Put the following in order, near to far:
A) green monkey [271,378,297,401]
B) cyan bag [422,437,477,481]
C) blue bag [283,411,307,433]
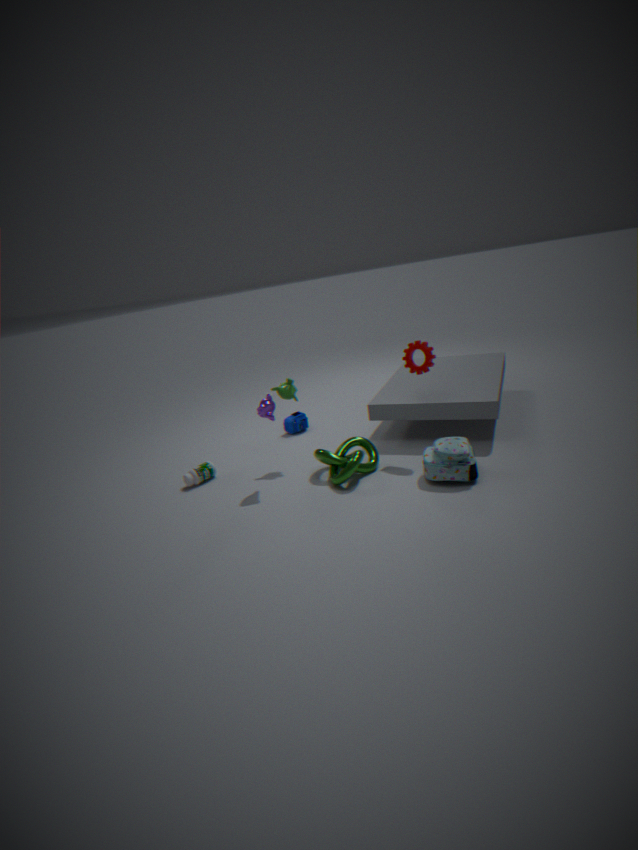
1. cyan bag [422,437,477,481]
2. green monkey [271,378,297,401]
3. blue bag [283,411,307,433]
